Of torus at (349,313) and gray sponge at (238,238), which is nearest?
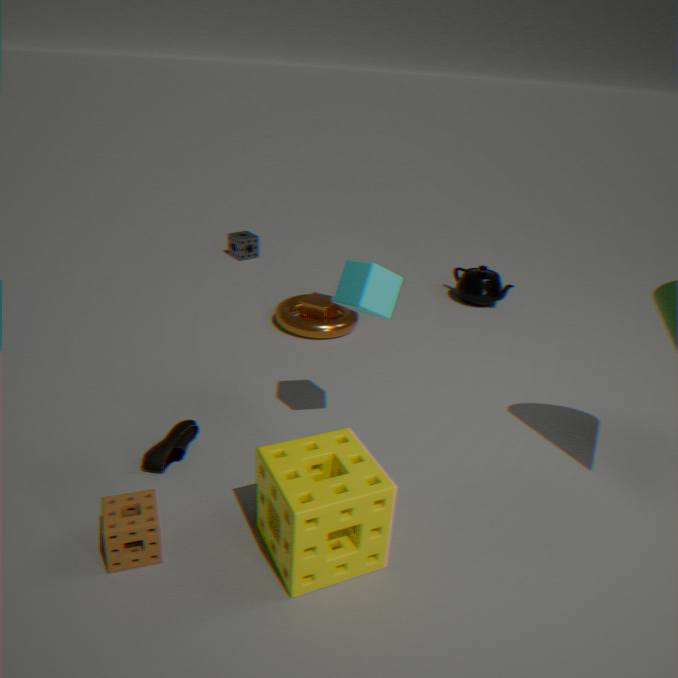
torus at (349,313)
